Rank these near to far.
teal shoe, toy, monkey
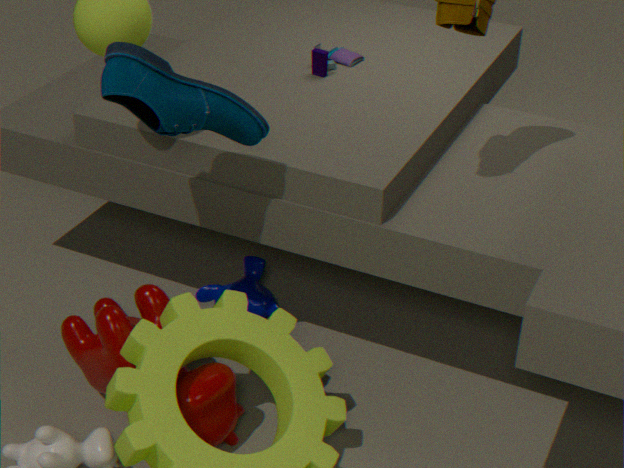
teal shoe, monkey, toy
